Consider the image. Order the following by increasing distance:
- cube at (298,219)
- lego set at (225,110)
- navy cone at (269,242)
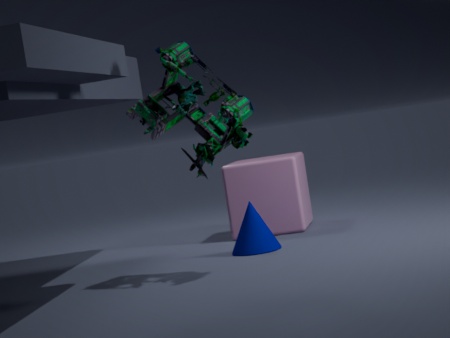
lego set at (225,110) → navy cone at (269,242) → cube at (298,219)
